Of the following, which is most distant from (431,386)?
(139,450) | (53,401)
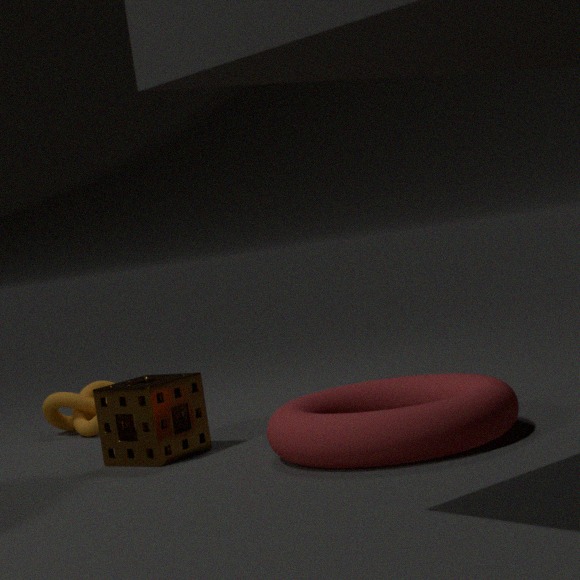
(53,401)
